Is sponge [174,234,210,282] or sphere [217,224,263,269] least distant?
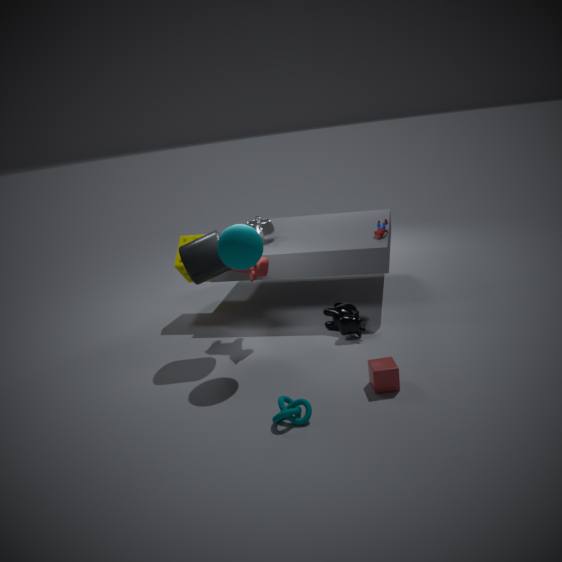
sphere [217,224,263,269]
